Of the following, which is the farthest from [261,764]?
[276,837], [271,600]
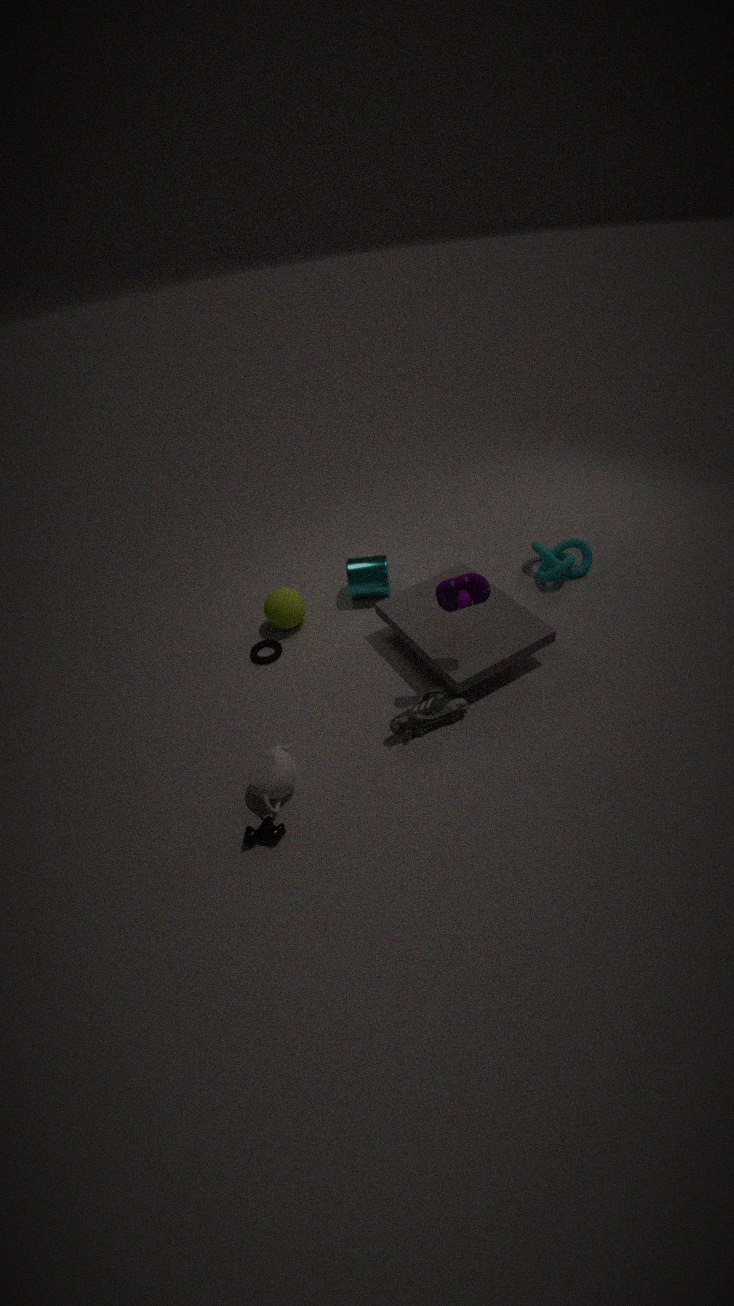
[271,600]
